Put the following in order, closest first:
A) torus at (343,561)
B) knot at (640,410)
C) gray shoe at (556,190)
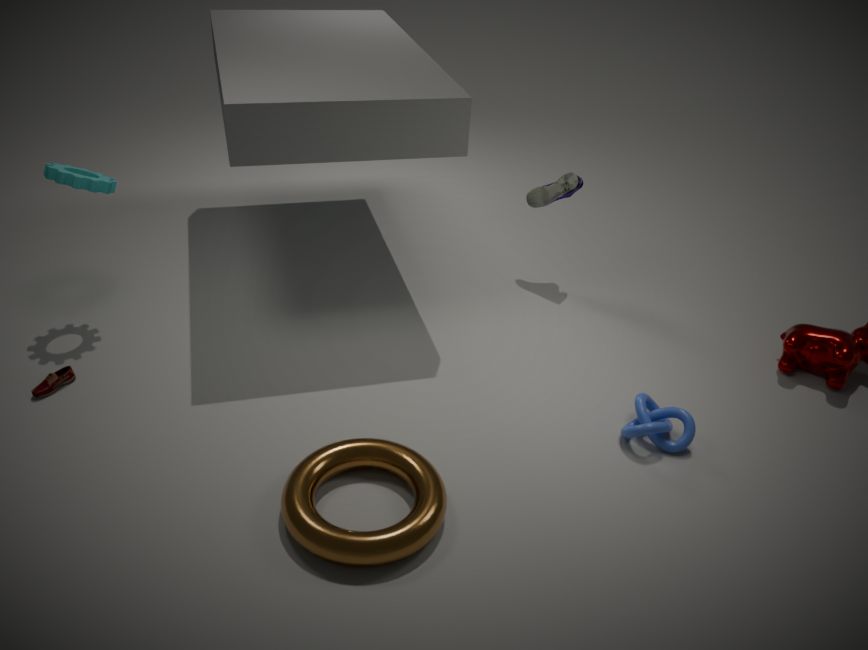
torus at (343,561), knot at (640,410), gray shoe at (556,190)
